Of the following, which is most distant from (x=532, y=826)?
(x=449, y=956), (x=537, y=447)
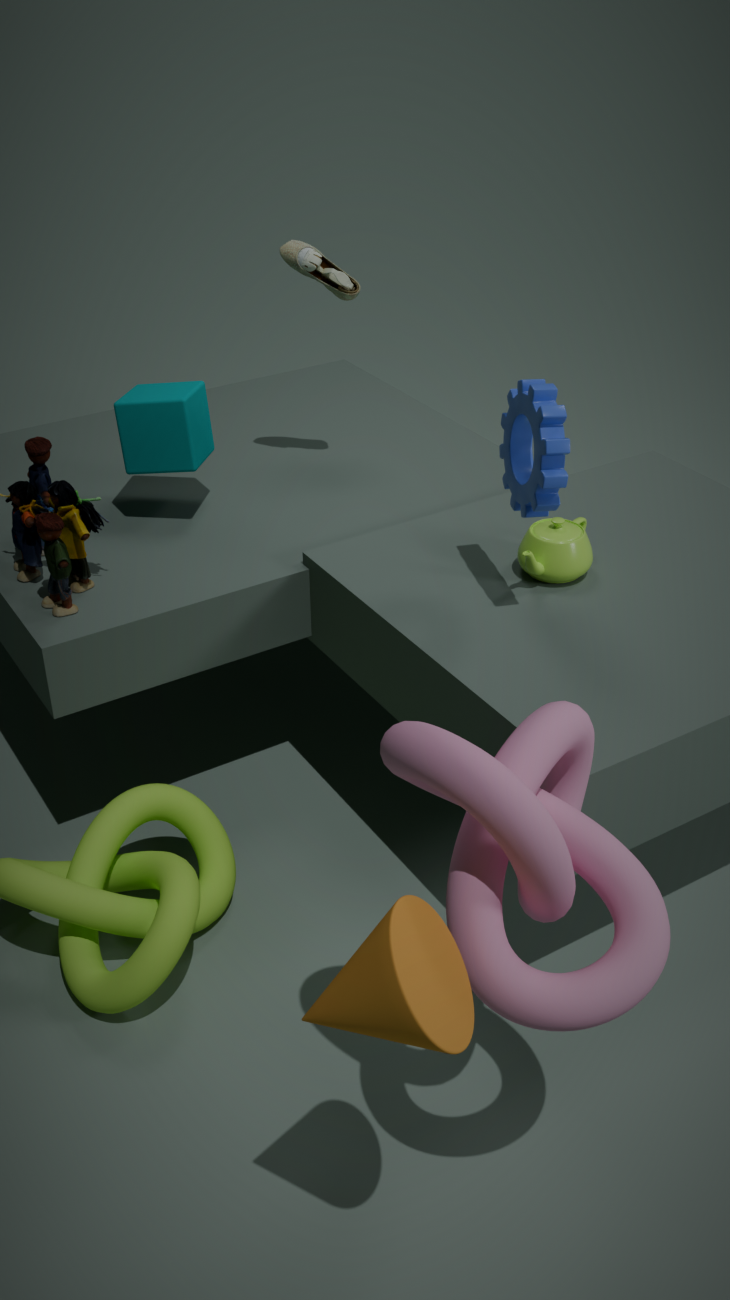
(x=537, y=447)
